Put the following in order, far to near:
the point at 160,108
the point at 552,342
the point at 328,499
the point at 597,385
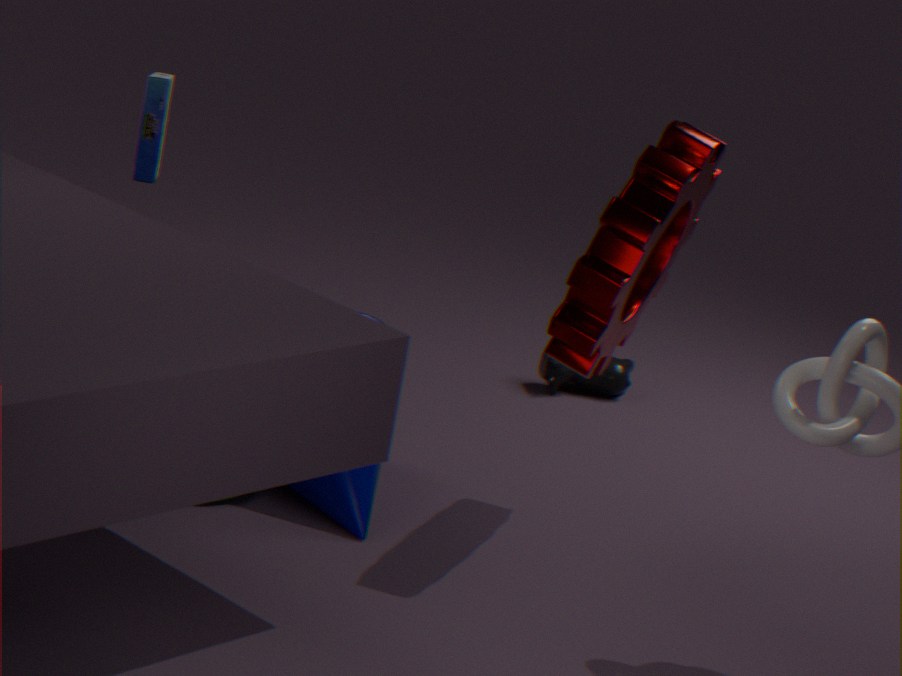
the point at 597,385 → the point at 160,108 → the point at 328,499 → the point at 552,342
